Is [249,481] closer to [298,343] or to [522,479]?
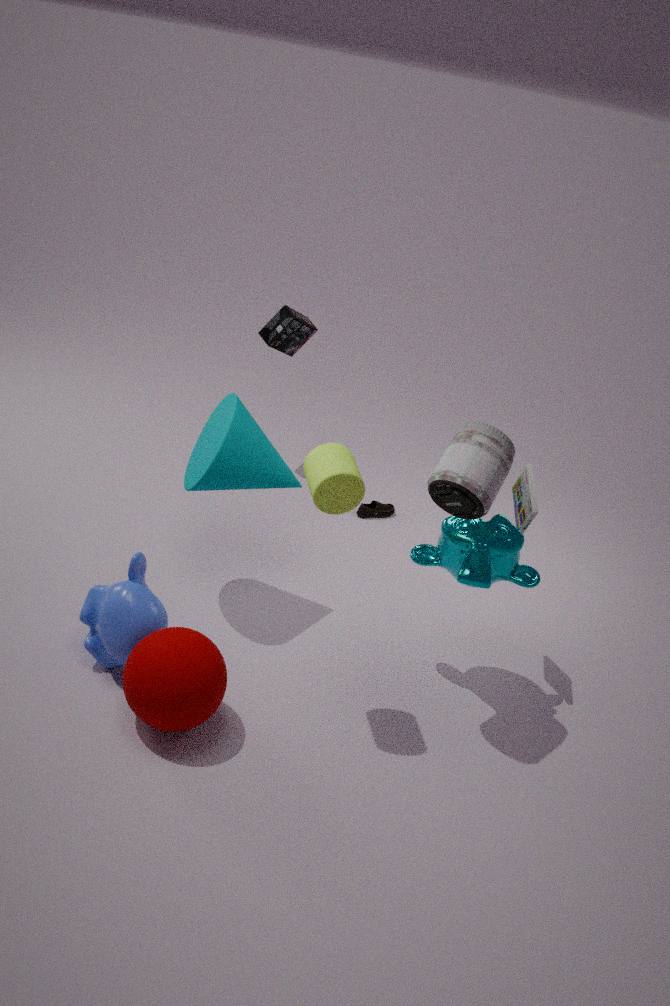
[522,479]
